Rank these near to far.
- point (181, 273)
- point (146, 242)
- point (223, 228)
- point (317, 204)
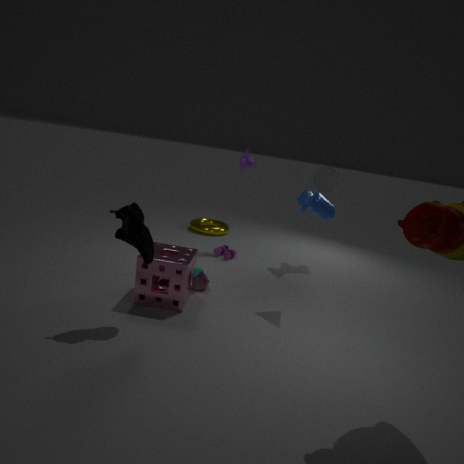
1. point (146, 242)
2. point (181, 273)
3. point (317, 204)
4. point (223, 228)
